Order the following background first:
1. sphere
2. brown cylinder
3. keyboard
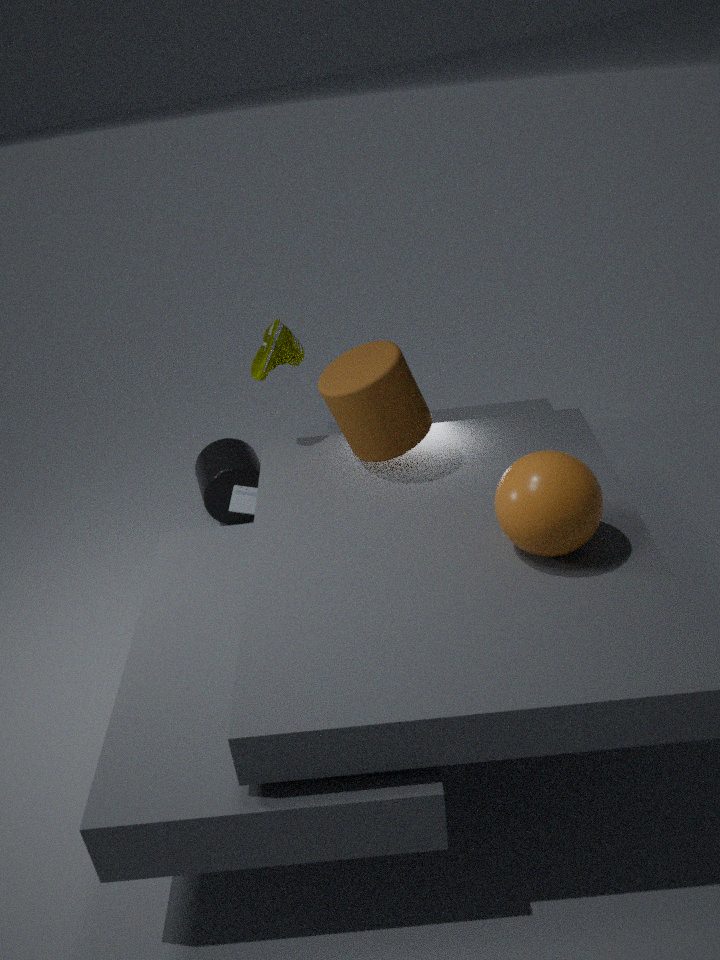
keyboard → brown cylinder → sphere
